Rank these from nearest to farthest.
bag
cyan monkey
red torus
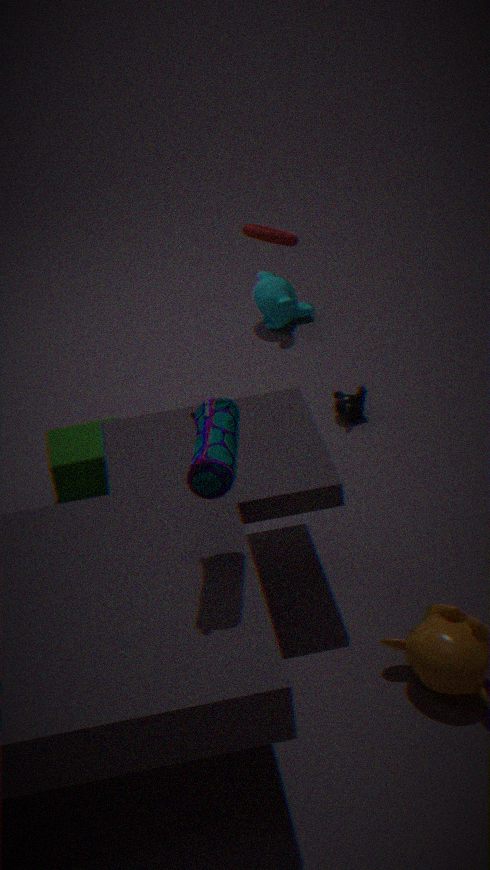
bag, red torus, cyan monkey
